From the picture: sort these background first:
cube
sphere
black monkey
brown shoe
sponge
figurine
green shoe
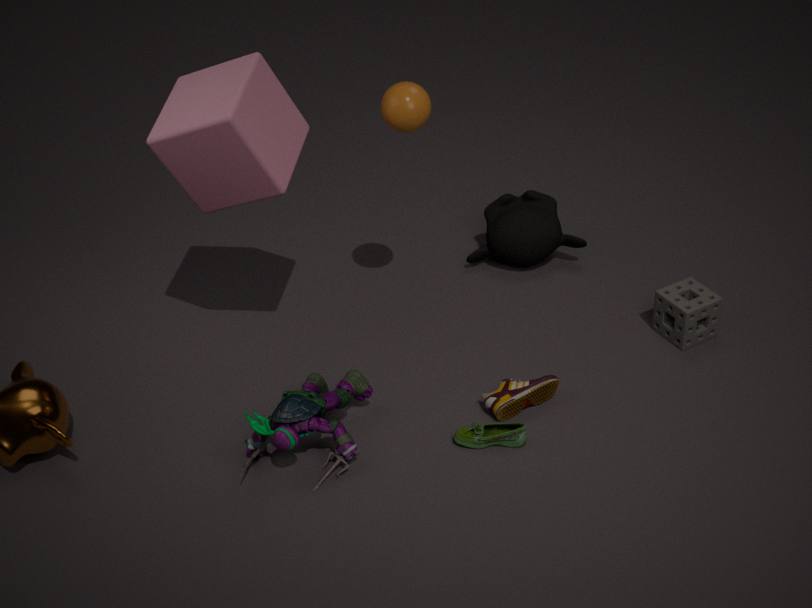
black monkey → sponge → brown shoe → sphere → green shoe → figurine → cube
